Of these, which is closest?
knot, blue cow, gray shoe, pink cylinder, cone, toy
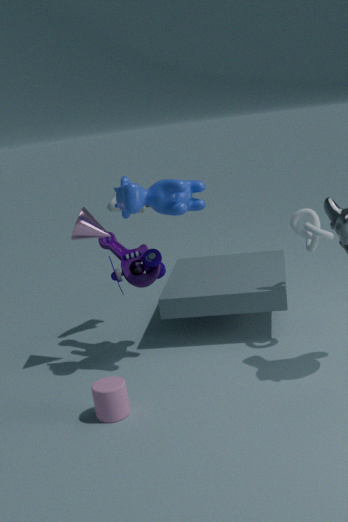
pink cylinder
